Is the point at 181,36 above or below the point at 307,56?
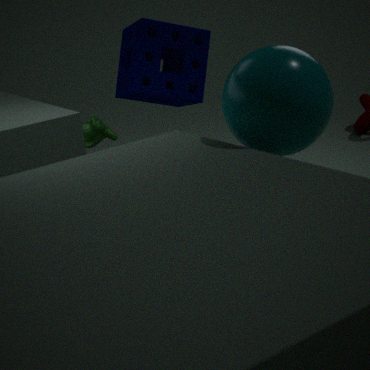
below
